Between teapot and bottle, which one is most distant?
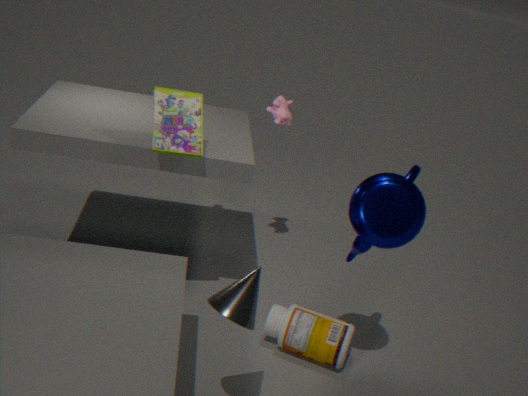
bottle
